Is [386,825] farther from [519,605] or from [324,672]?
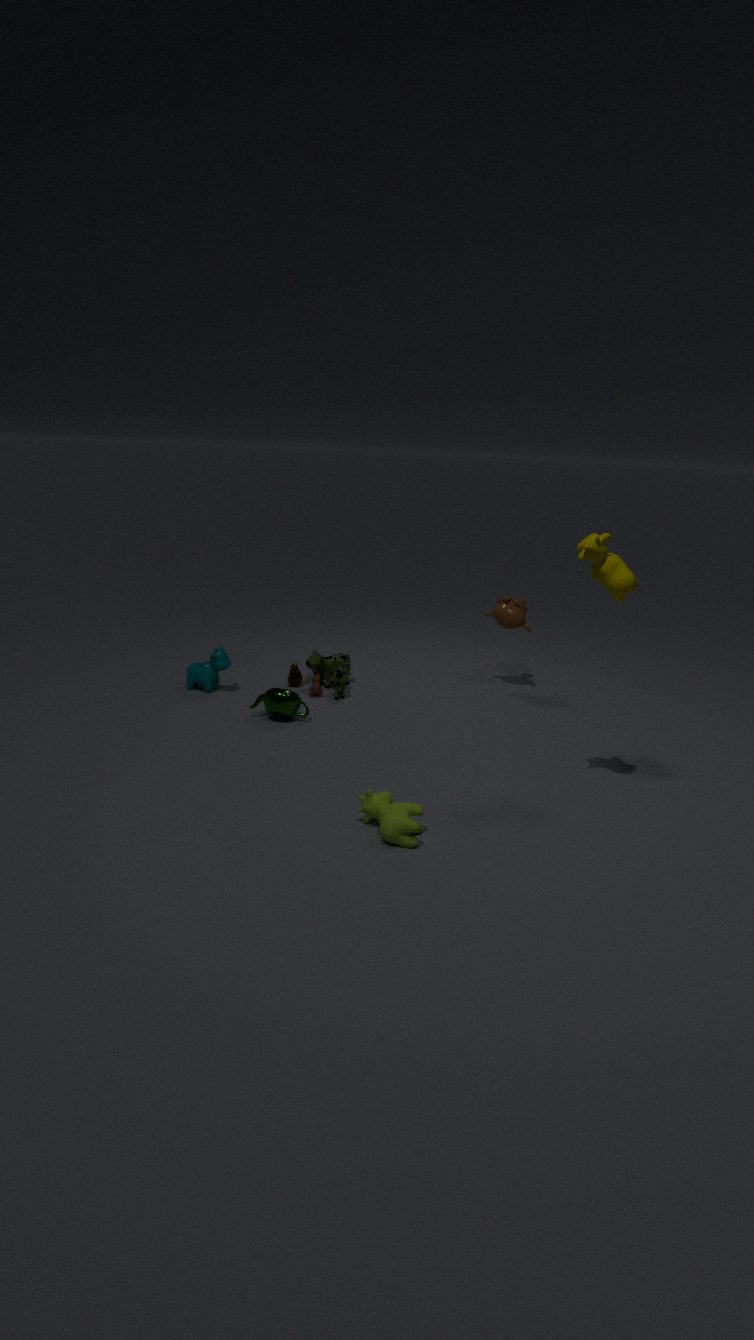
[519,605]
